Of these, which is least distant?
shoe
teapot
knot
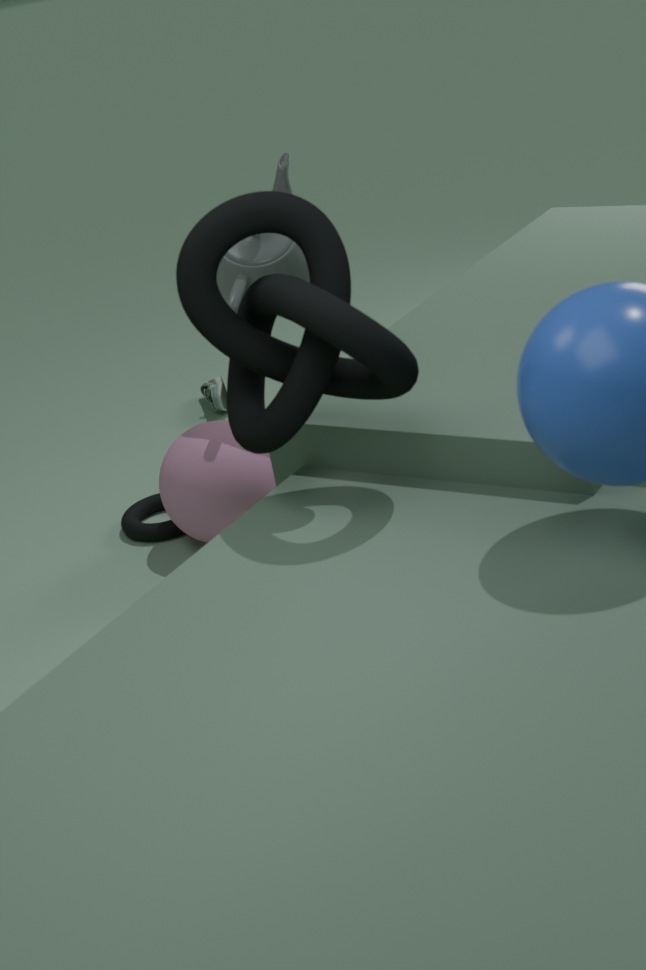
knot
